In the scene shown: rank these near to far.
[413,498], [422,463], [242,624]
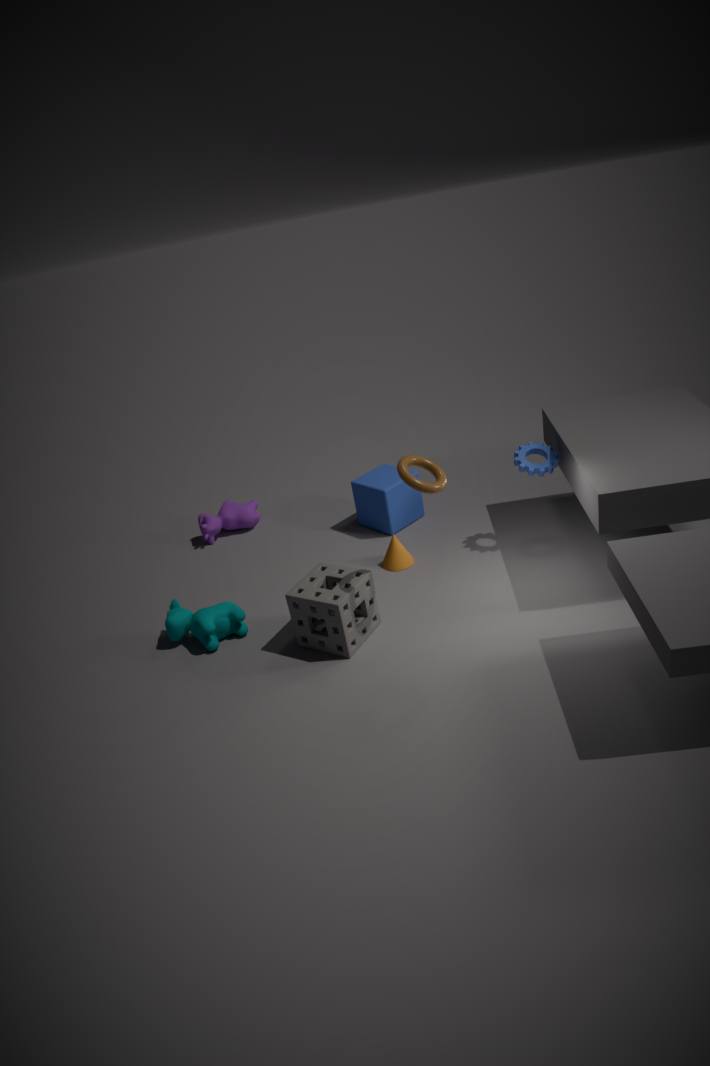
1. [422,463]
2. [242,624]
3. [413,498]
